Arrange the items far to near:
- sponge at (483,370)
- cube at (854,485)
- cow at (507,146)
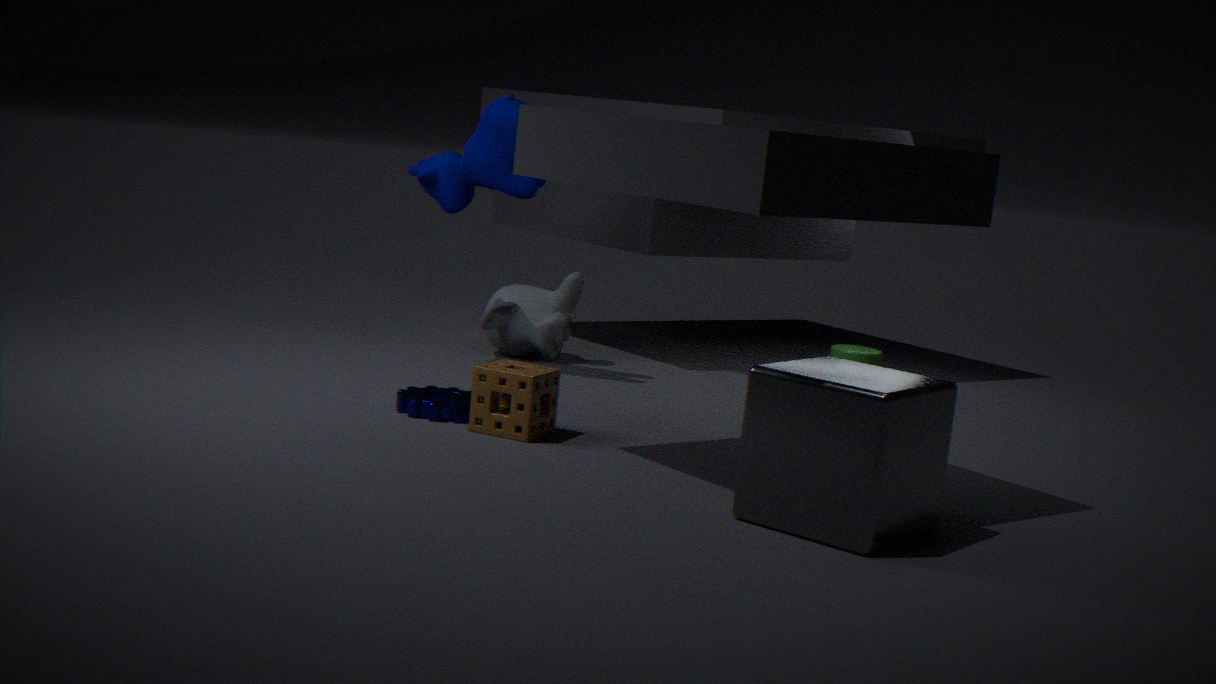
1. cow at (507,146)
2. sponge at (483,370)
3. cube at (854,485)
